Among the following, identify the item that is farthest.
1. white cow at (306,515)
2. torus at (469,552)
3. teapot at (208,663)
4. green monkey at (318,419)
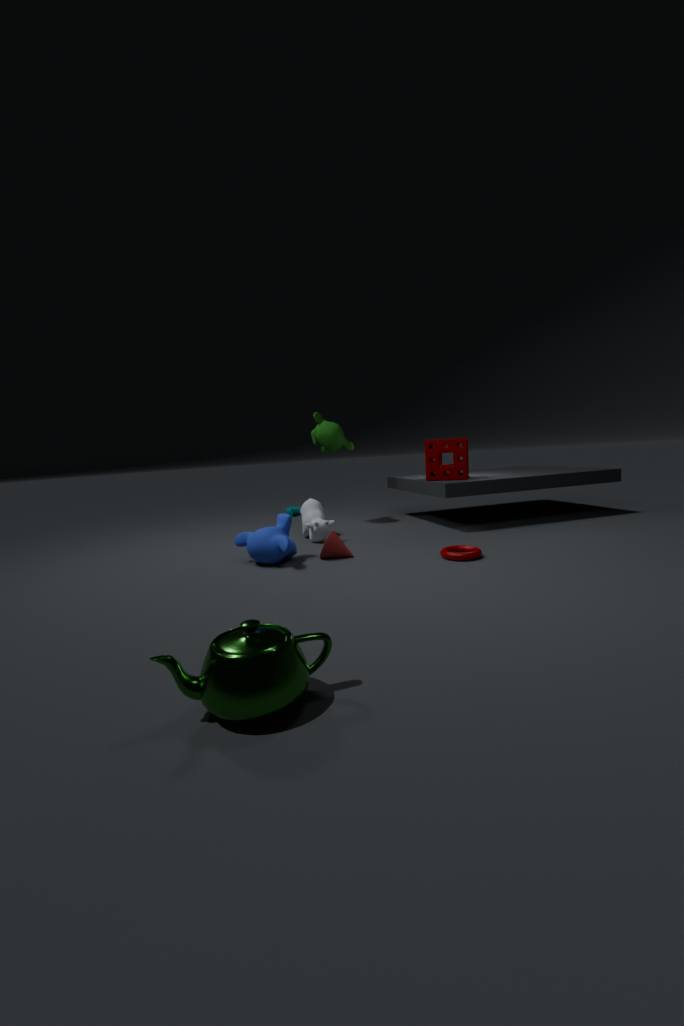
green monkey at (318,419)
